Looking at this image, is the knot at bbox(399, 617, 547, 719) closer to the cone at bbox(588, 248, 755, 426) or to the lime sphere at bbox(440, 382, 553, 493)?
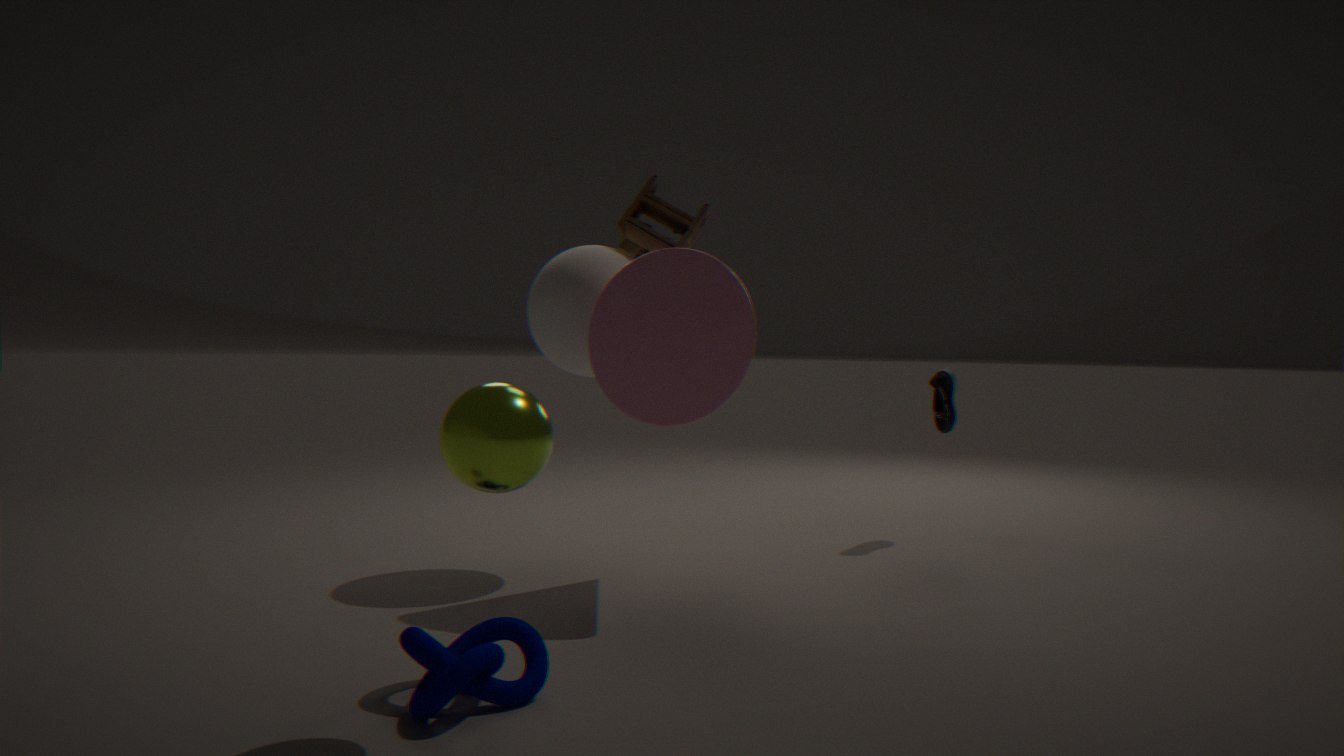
the lime sphere at bbox(440, 382, 553, 493)
